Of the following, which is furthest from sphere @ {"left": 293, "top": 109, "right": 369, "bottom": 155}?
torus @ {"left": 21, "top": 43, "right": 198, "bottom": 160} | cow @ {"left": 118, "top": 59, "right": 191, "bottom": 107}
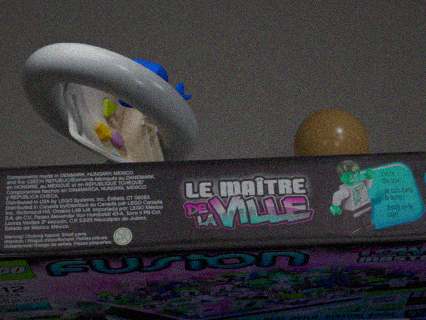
cow @ {"left": 118, "top": 59, "right": 191, "bottom": 107}
